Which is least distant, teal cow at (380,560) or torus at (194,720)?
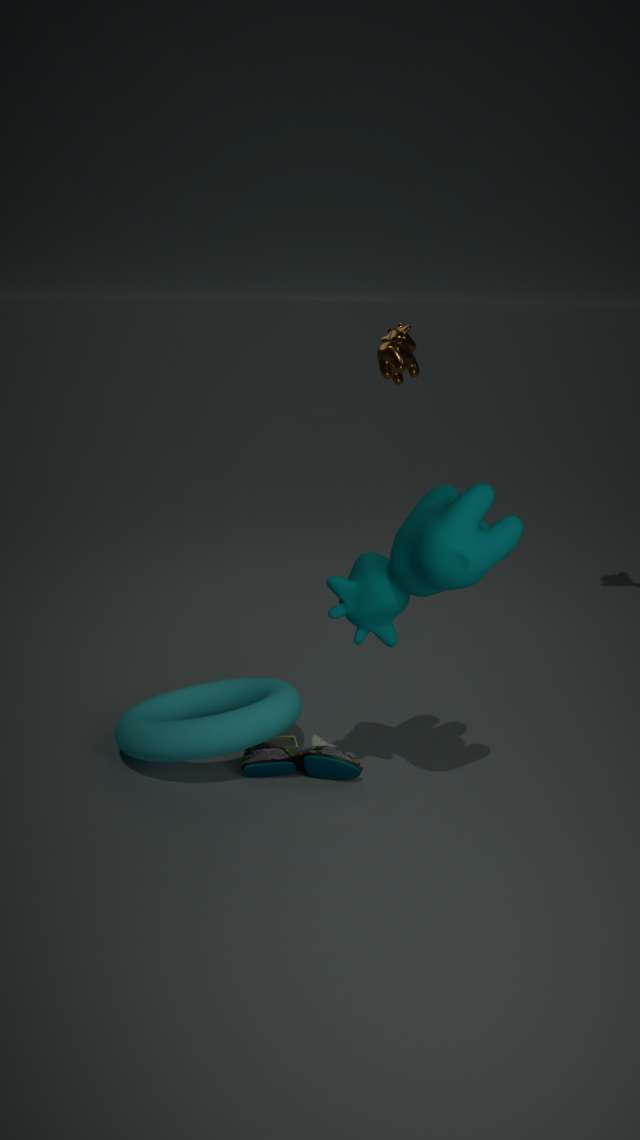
teal cow at (380,560)
